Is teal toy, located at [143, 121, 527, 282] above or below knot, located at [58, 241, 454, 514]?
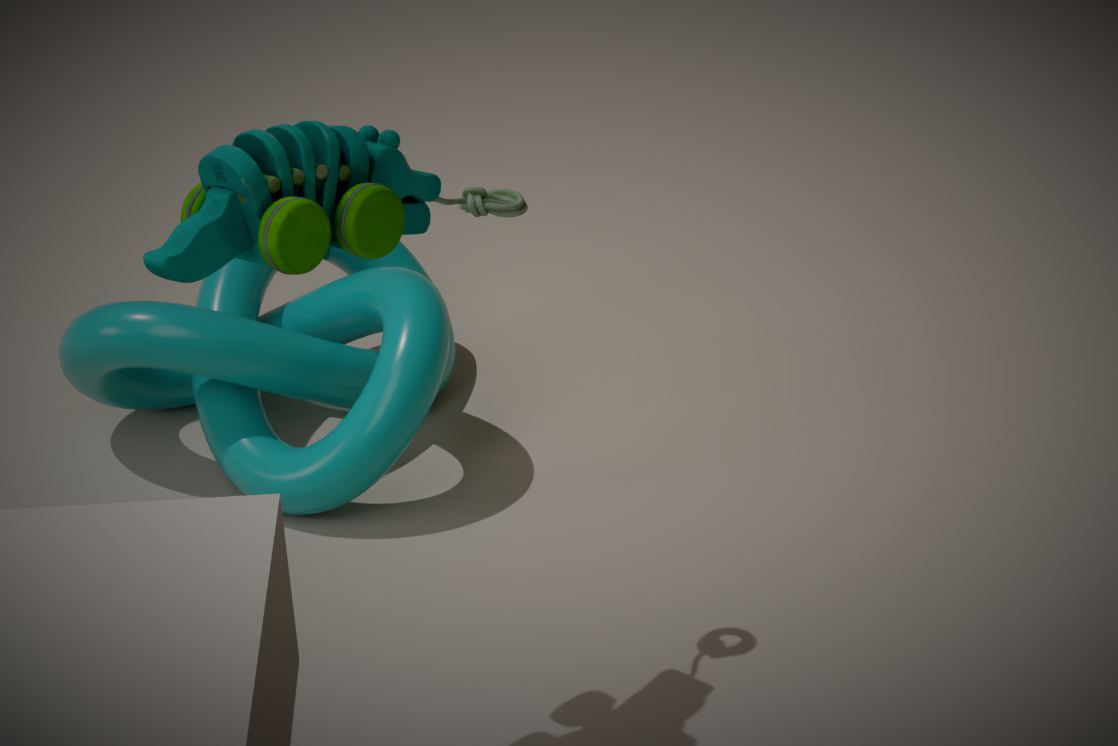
above
